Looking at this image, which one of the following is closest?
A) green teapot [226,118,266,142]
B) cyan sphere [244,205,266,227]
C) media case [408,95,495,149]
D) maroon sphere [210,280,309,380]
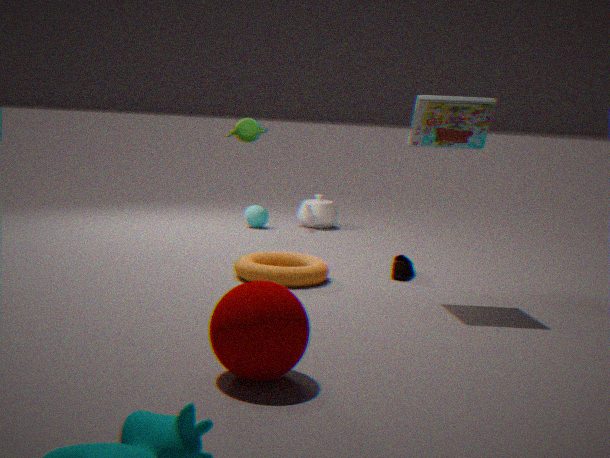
maroon sphere [210,280,309,380]
